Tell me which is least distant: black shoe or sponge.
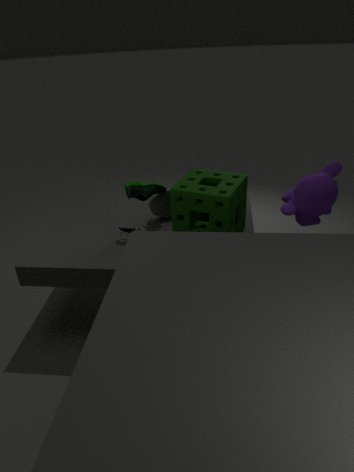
sponge
